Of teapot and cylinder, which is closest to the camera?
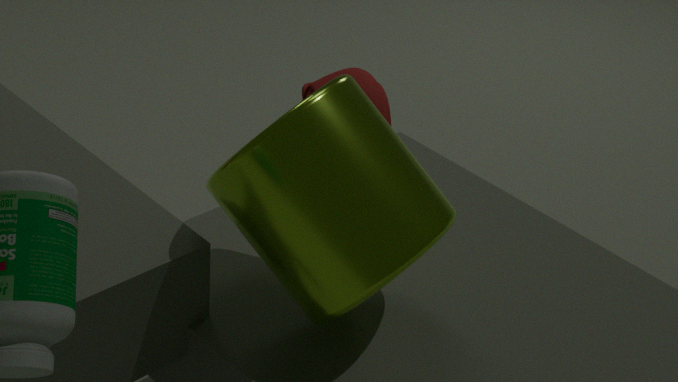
cylinder
